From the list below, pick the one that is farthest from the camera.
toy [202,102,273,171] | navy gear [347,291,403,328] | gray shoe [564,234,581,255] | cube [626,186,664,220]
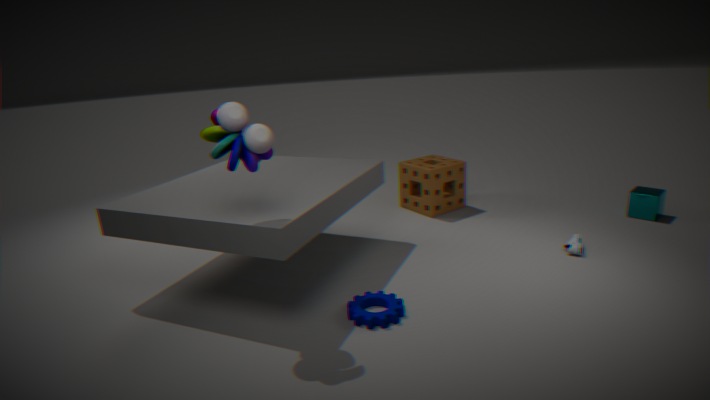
cube [626,186,664,220]
